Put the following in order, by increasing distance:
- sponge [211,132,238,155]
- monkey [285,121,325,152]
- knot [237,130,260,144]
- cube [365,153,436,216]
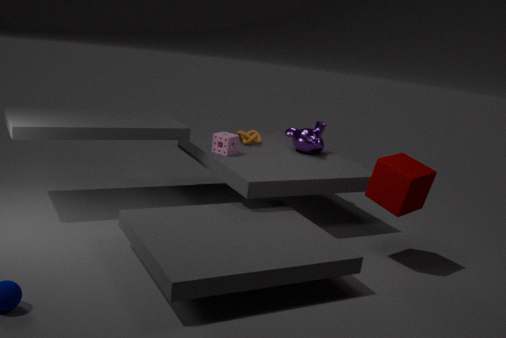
cube [365,153,436,216]
sponge [211,132,238,155]
monkey [285,121,325,152]
knot [237,130,260,144]
